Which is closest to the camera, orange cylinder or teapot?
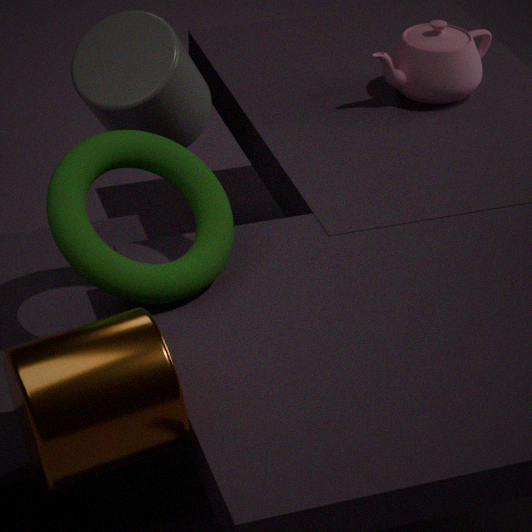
orange cylinder
